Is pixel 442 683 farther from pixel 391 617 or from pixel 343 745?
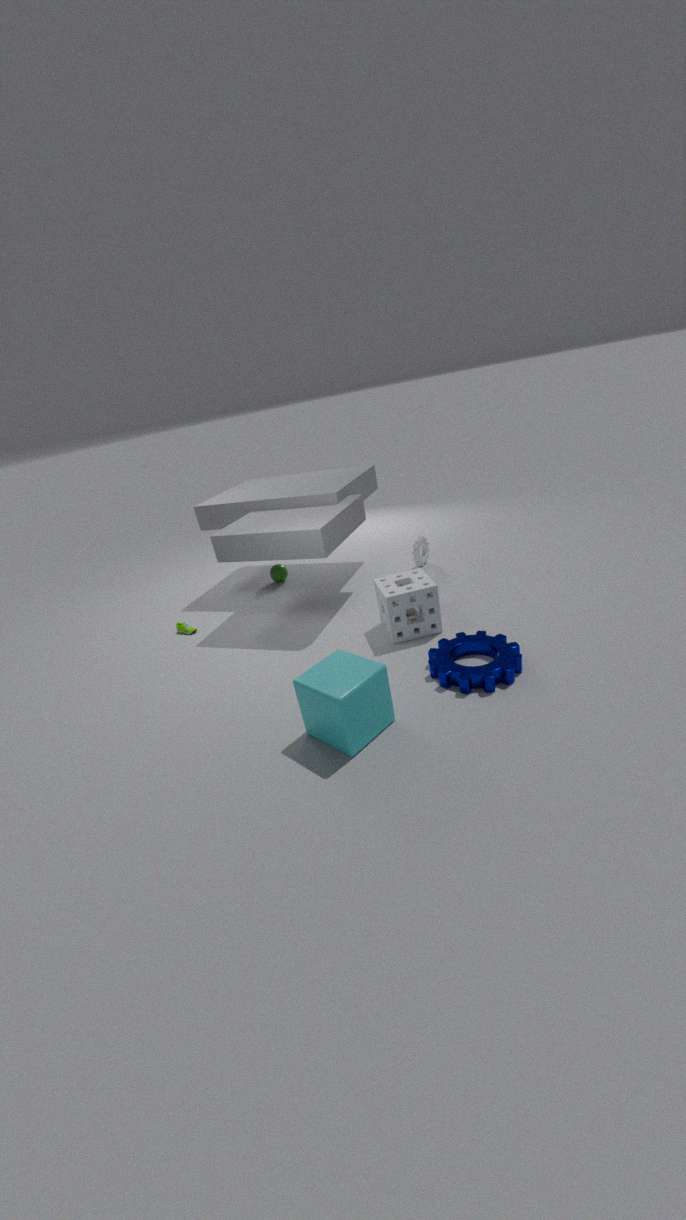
pixel 343 745
